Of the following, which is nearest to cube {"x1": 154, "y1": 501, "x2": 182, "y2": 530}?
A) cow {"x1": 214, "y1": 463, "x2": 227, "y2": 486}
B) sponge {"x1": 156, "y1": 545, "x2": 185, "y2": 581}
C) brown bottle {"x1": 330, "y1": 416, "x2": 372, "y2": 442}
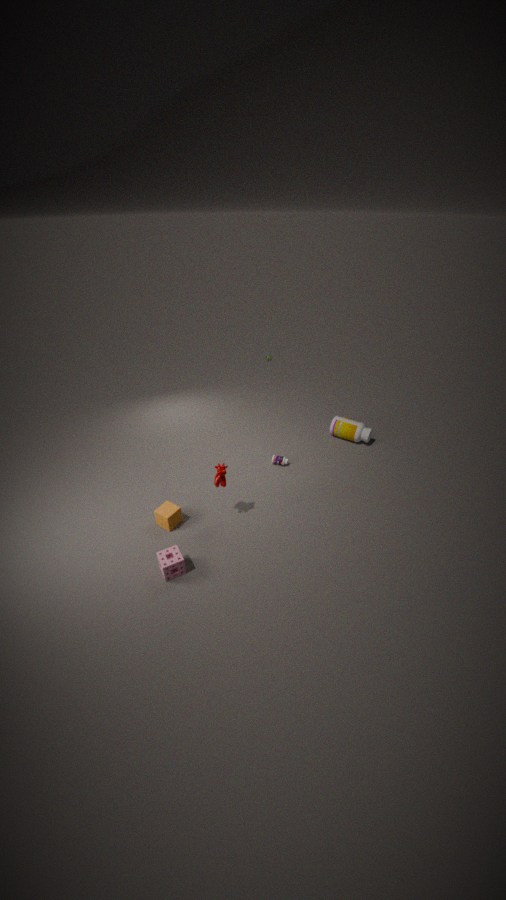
sponge {"x1": 156, "y1": 545, "x2": 185, "y2": 581}
